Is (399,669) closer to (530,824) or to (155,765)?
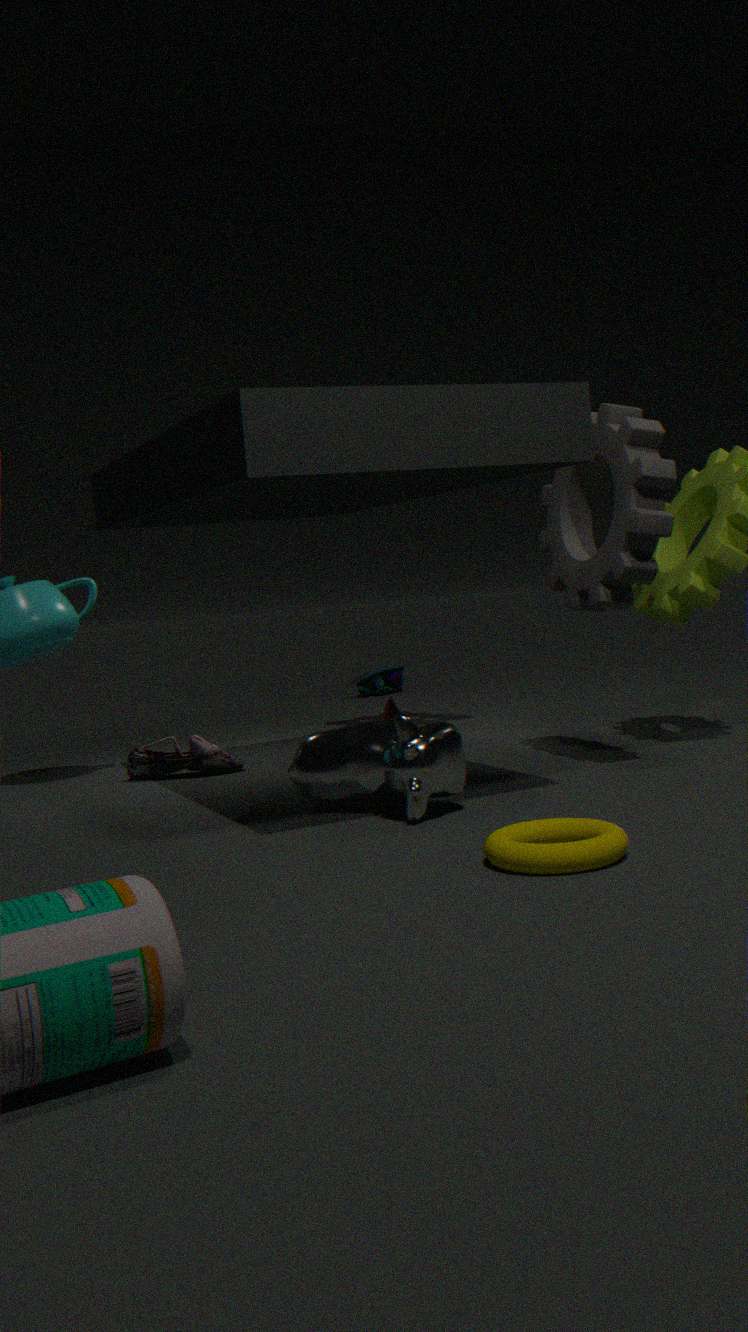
(155,765)
